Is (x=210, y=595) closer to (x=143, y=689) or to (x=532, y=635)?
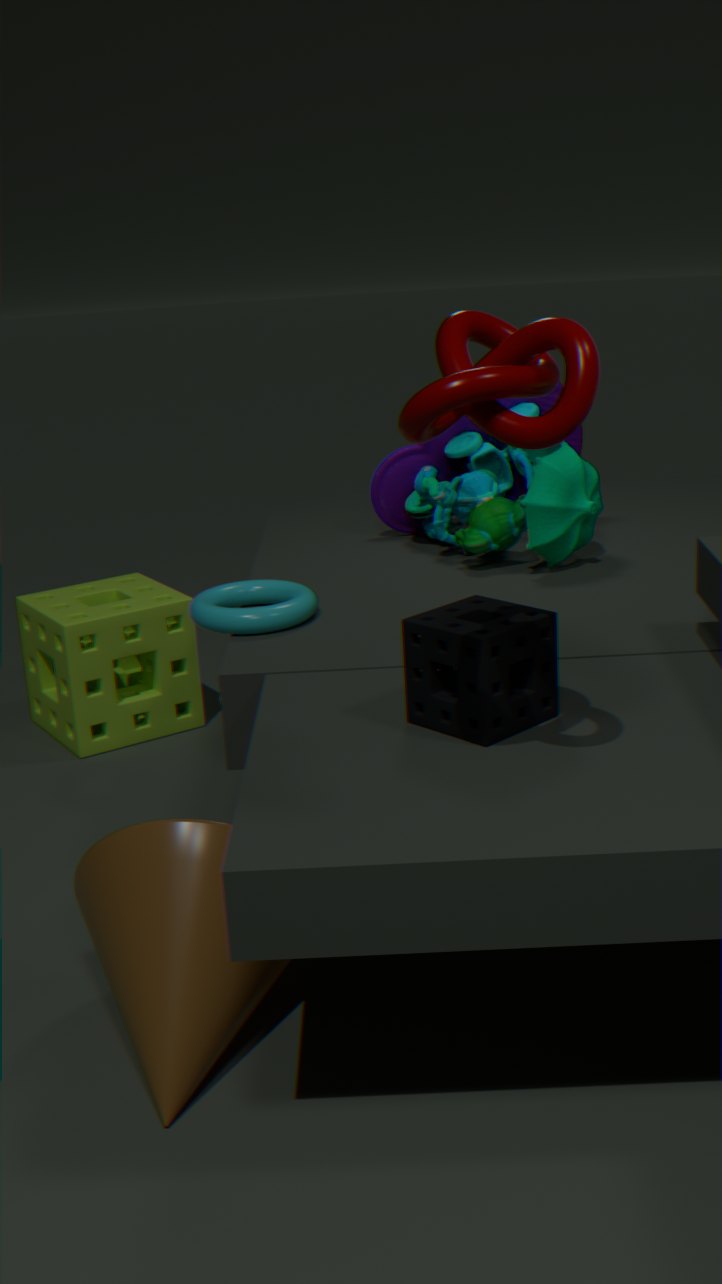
(x=532, y=635)
